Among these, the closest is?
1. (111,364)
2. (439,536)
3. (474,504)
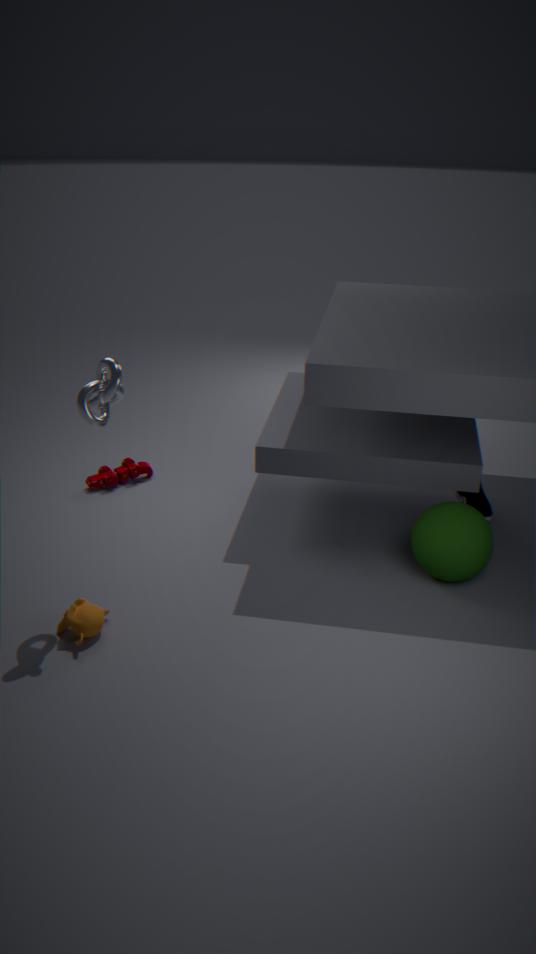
(111,364)
